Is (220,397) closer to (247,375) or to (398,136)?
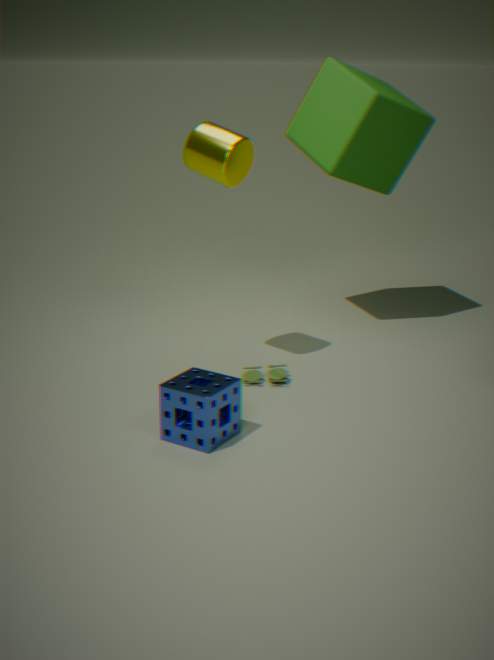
(247,375)
